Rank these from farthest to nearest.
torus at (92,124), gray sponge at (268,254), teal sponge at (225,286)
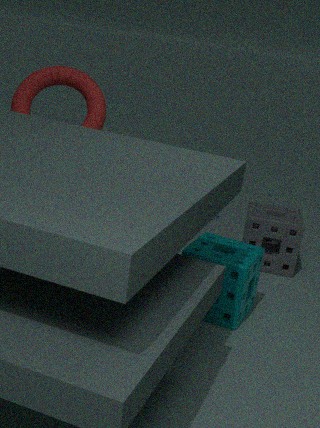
gray sponge at (268,254)
torus at (92,124)
teal sponge at (225,286)
